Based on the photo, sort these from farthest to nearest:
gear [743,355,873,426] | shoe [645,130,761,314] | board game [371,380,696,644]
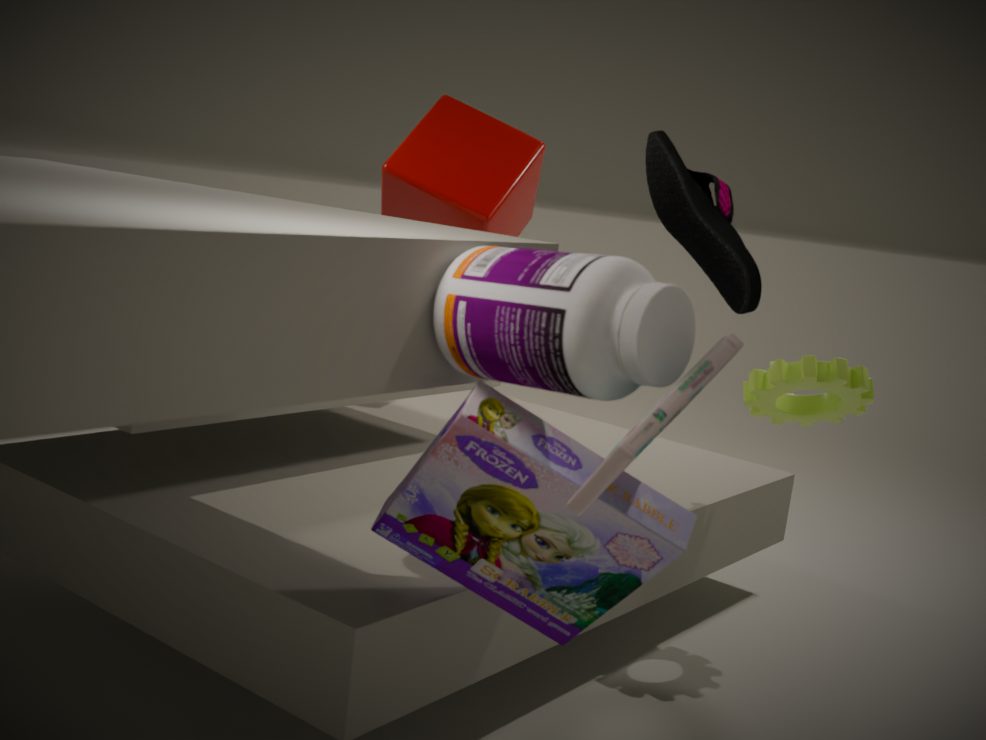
1. gear [743,355,873,426]
2. shoe [645,130,761,314]
3. board game [371,380,696,644]
